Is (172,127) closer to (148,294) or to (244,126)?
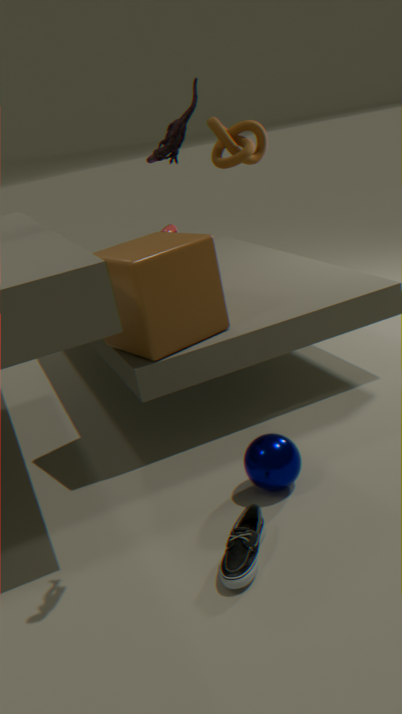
(148,294)
